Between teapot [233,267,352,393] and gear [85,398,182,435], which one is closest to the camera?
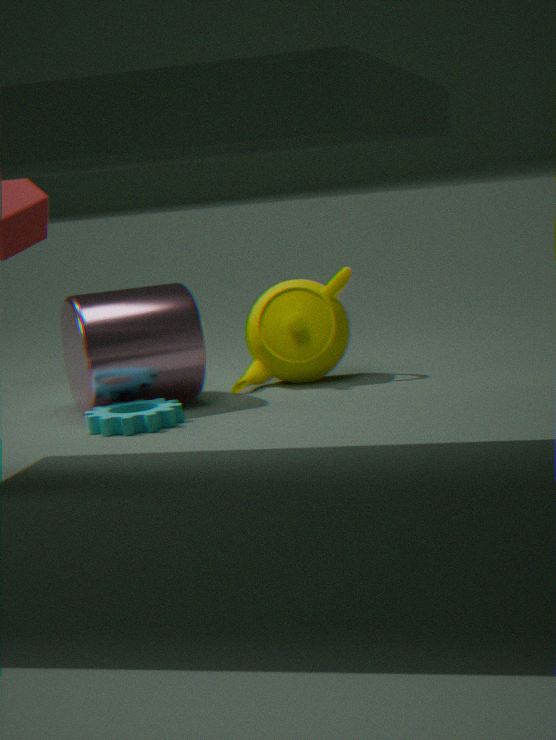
gear [85,398,182,435]
